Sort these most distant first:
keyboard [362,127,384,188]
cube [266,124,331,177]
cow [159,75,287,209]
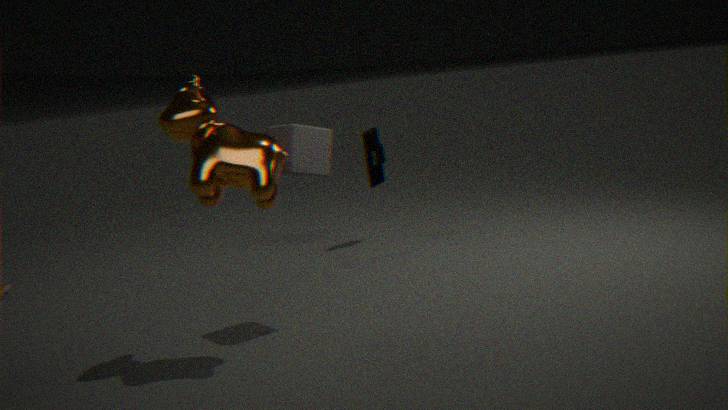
keyboard [362,127,384,188], cube [266,124,331,177], cow [159,75,287,209]
